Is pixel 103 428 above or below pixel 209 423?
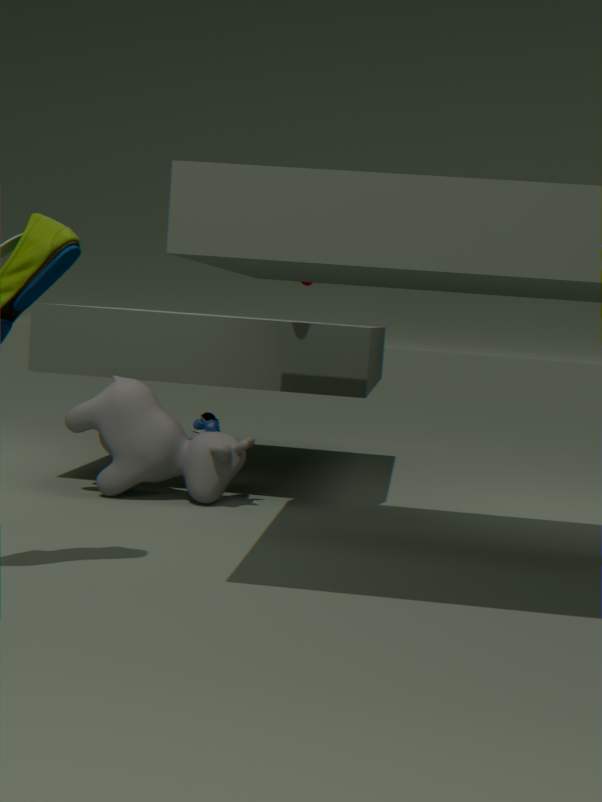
above
